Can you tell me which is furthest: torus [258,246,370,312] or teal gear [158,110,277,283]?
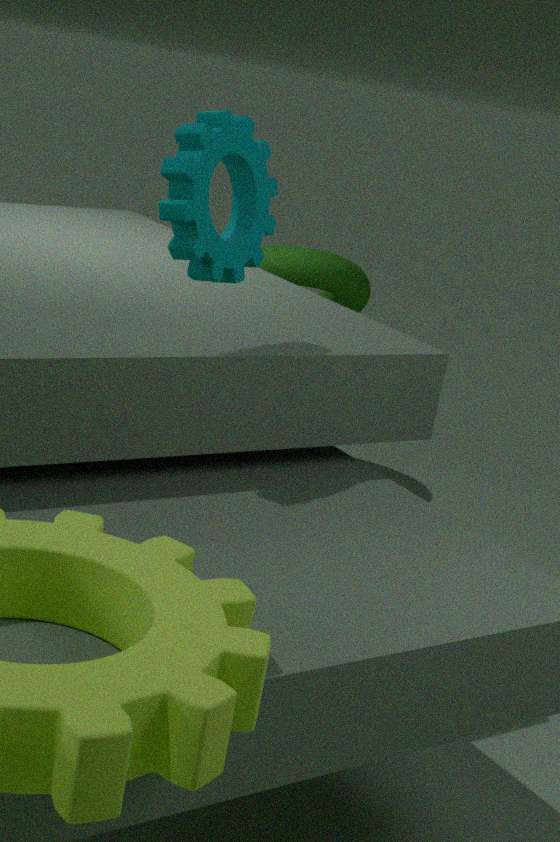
torus [258,246,370,312]
